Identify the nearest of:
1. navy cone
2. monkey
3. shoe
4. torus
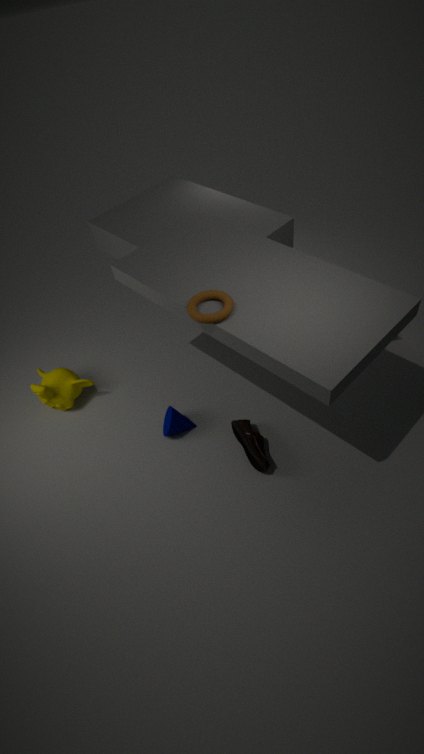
torus
